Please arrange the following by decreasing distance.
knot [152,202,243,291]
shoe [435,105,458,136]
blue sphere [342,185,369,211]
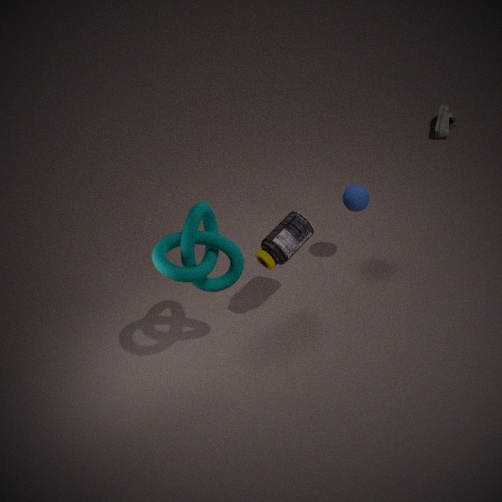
1. shoe [435,105,458,136]
2. blue sphere [342,185,369,211]
3. knot [152,202,243,291]
